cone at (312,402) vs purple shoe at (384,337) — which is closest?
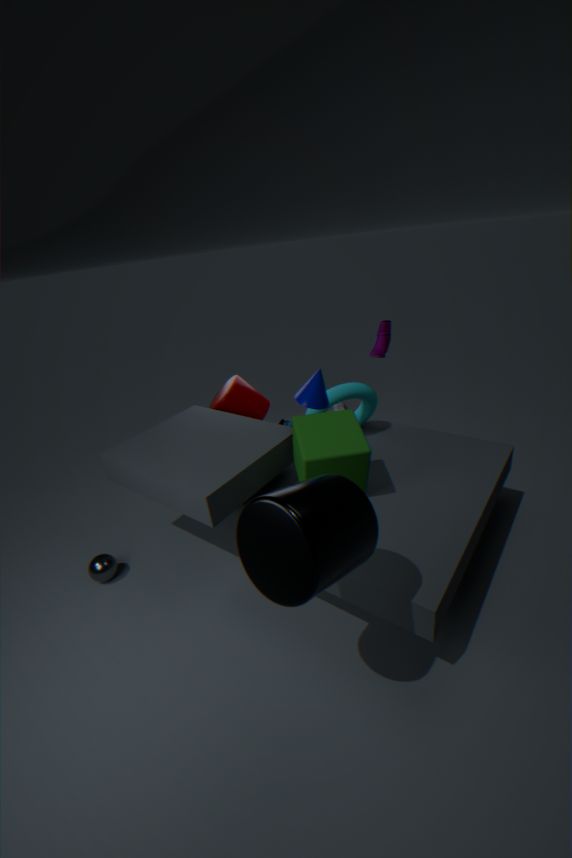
cone at (312,402)
